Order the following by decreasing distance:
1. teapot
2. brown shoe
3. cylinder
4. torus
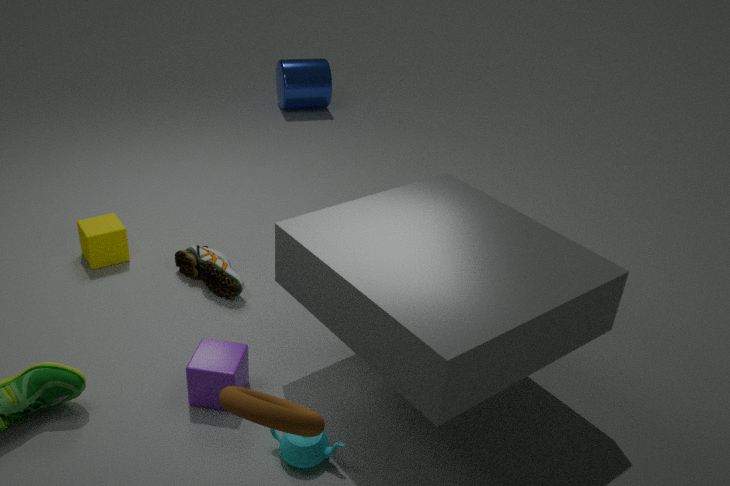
cylinder < brown shoe < teapot < torus
